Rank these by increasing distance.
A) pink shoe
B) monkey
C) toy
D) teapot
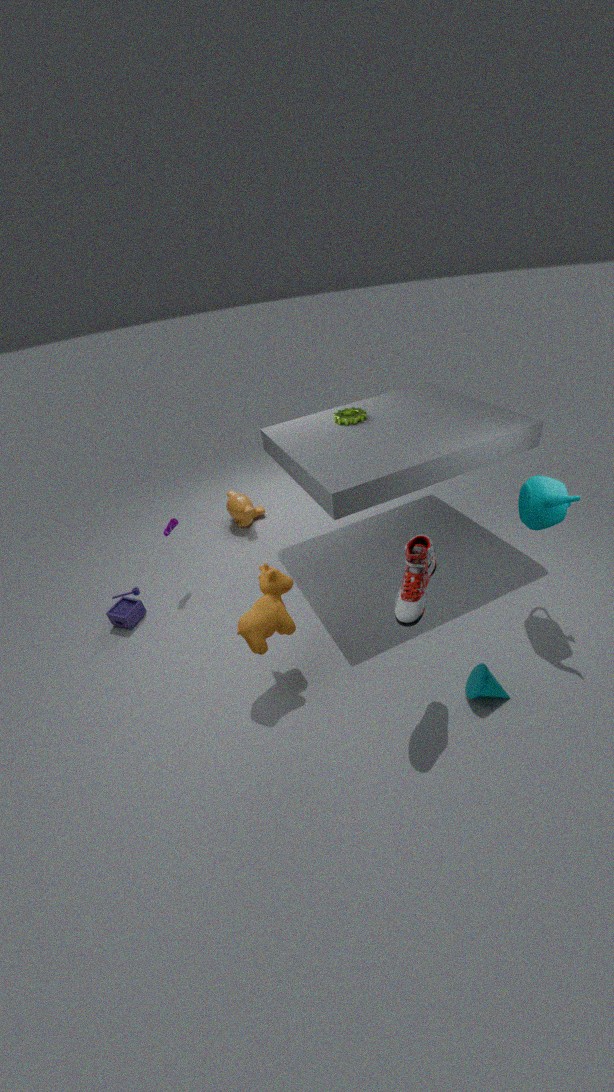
pink shoe, teapot, toy, monkey
